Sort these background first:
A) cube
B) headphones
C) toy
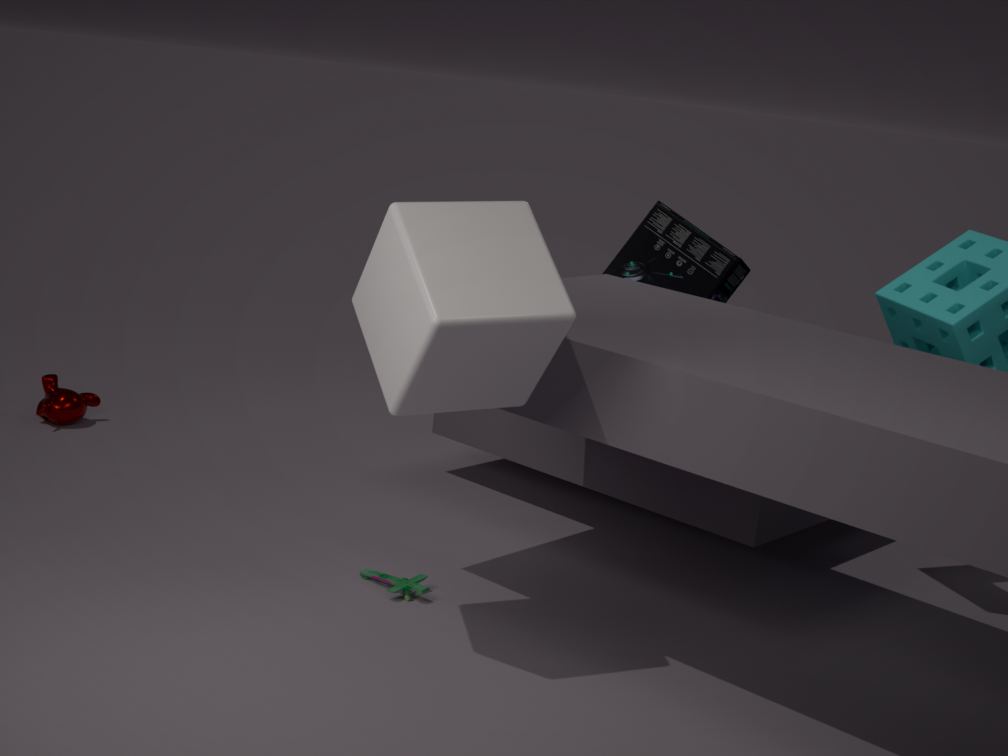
headphones < toy < cube
